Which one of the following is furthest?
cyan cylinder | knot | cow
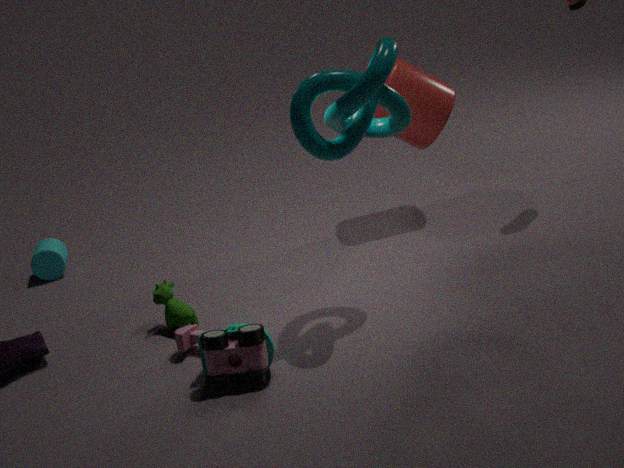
cyan cylinder
